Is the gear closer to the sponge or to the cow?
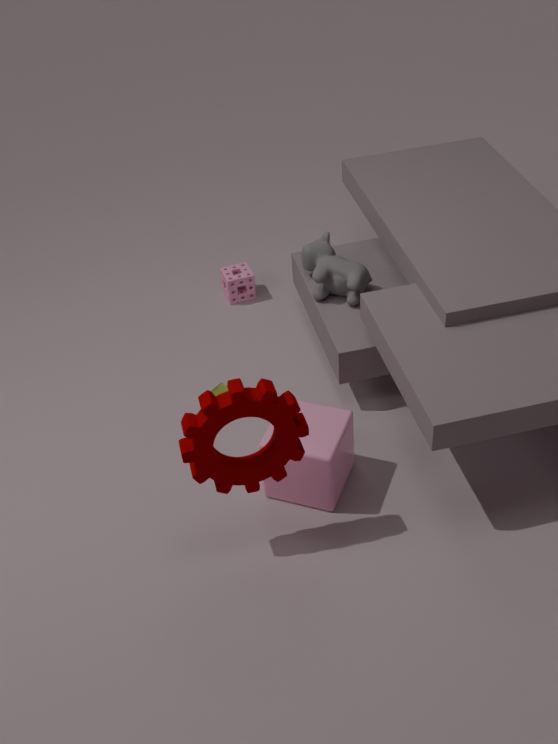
the cow
